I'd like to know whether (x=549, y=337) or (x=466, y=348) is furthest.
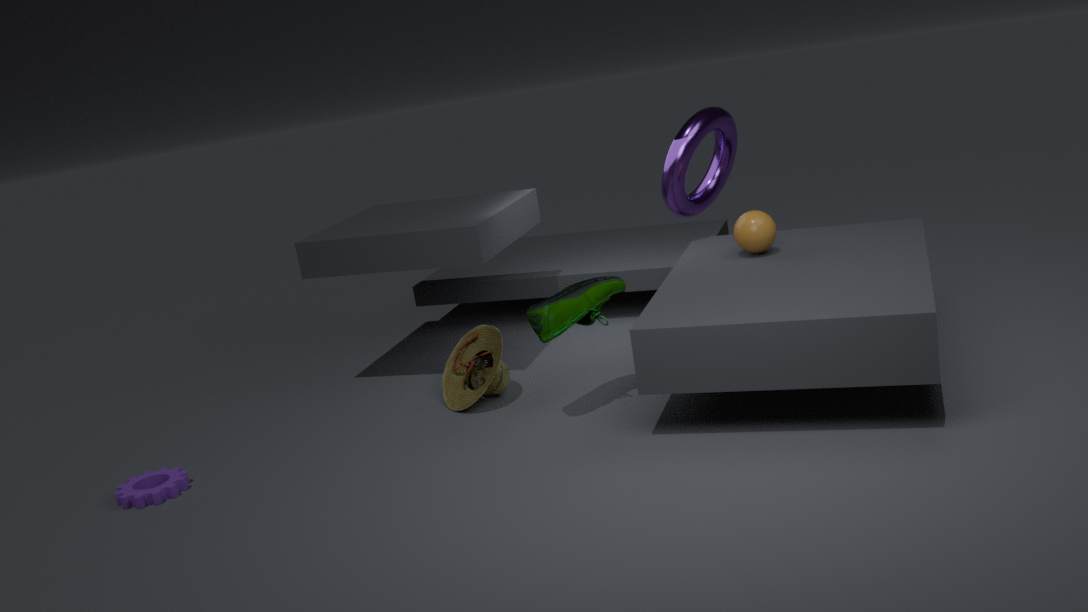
(x=466, y=348)
